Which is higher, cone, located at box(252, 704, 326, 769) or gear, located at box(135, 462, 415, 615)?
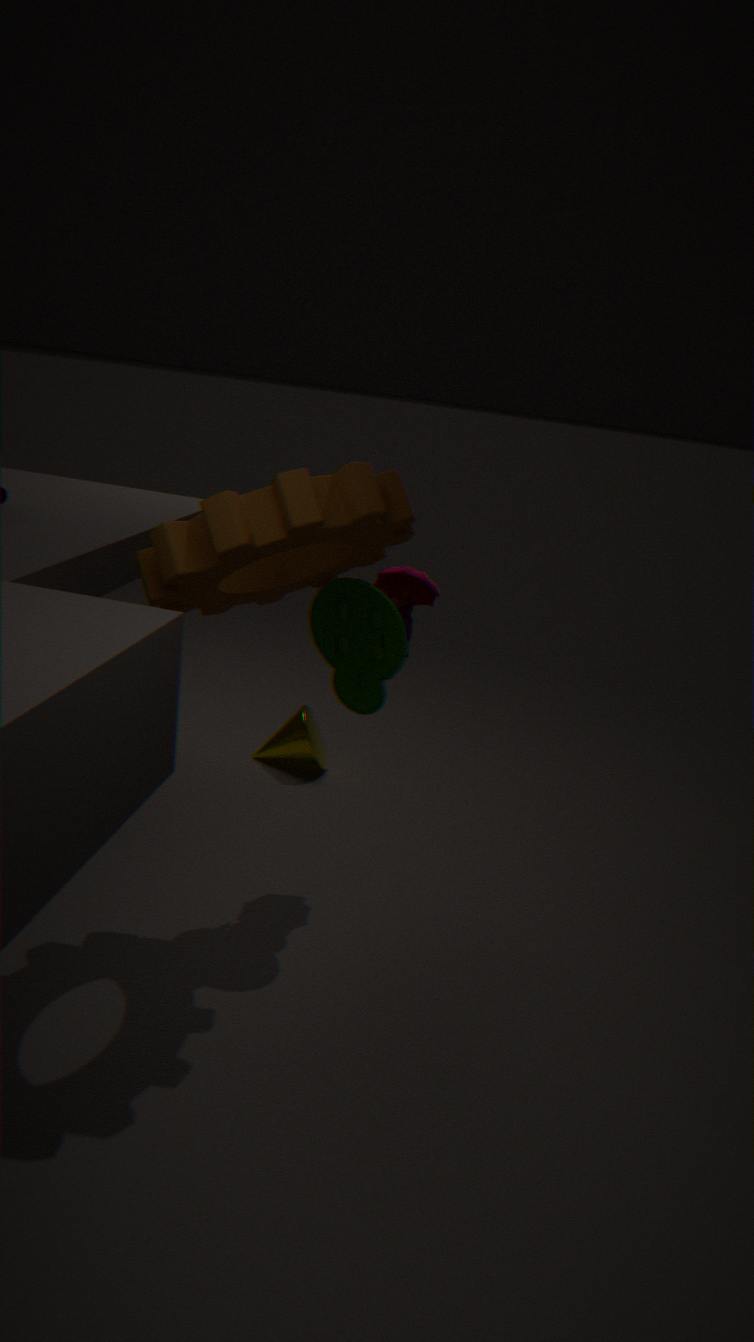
gear, located at box(135, 462, 415, 615)
